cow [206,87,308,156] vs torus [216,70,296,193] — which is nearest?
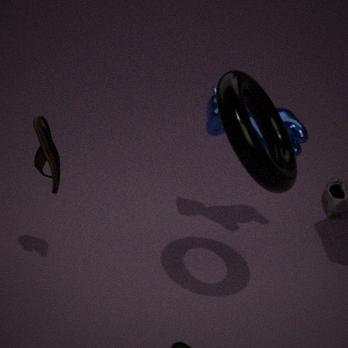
torus [216,70,296,193]
